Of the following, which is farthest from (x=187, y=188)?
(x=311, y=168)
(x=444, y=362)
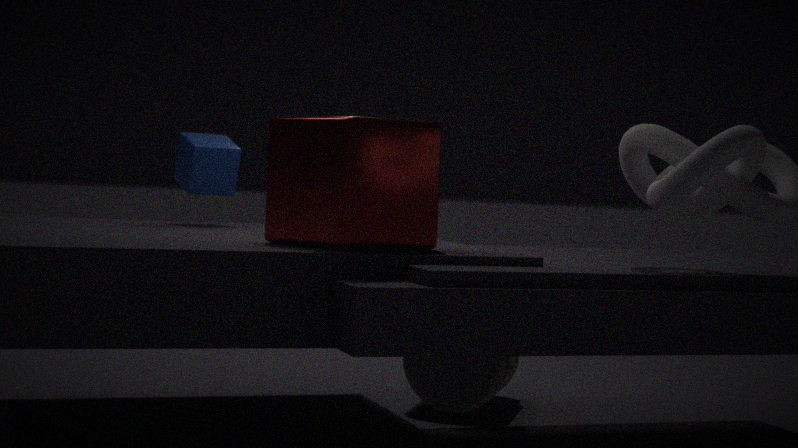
(x=444, y=362)
